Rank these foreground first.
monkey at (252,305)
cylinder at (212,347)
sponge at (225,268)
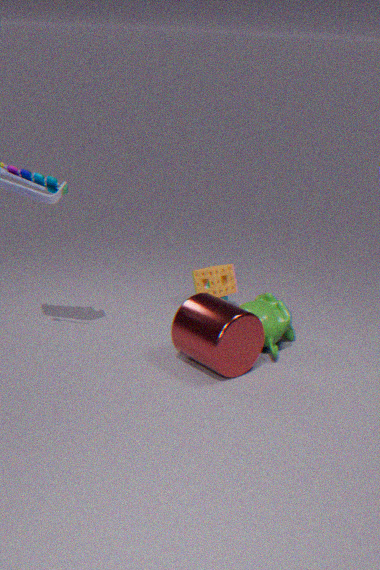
cylinder at (212,347), monkey at (252,305), sponge at (225,268)
